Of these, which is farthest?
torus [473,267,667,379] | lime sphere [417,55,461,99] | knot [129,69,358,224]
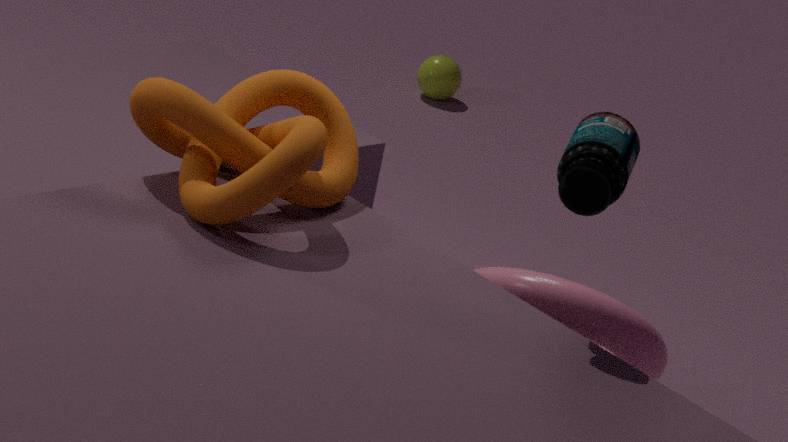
lime sphere [417,55,461,99]
